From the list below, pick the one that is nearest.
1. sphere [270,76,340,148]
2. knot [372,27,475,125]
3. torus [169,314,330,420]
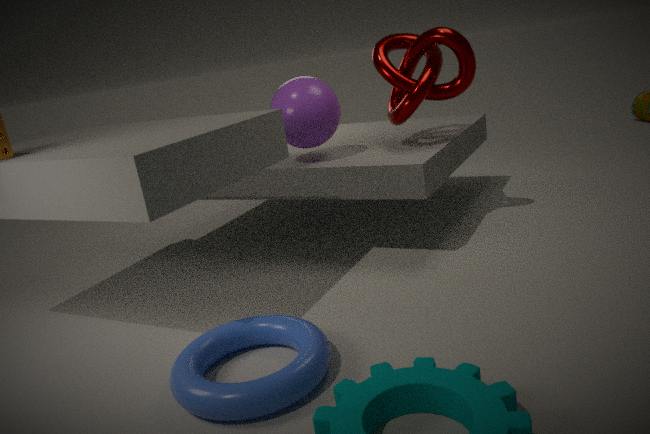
torus [169,314,330,420]
